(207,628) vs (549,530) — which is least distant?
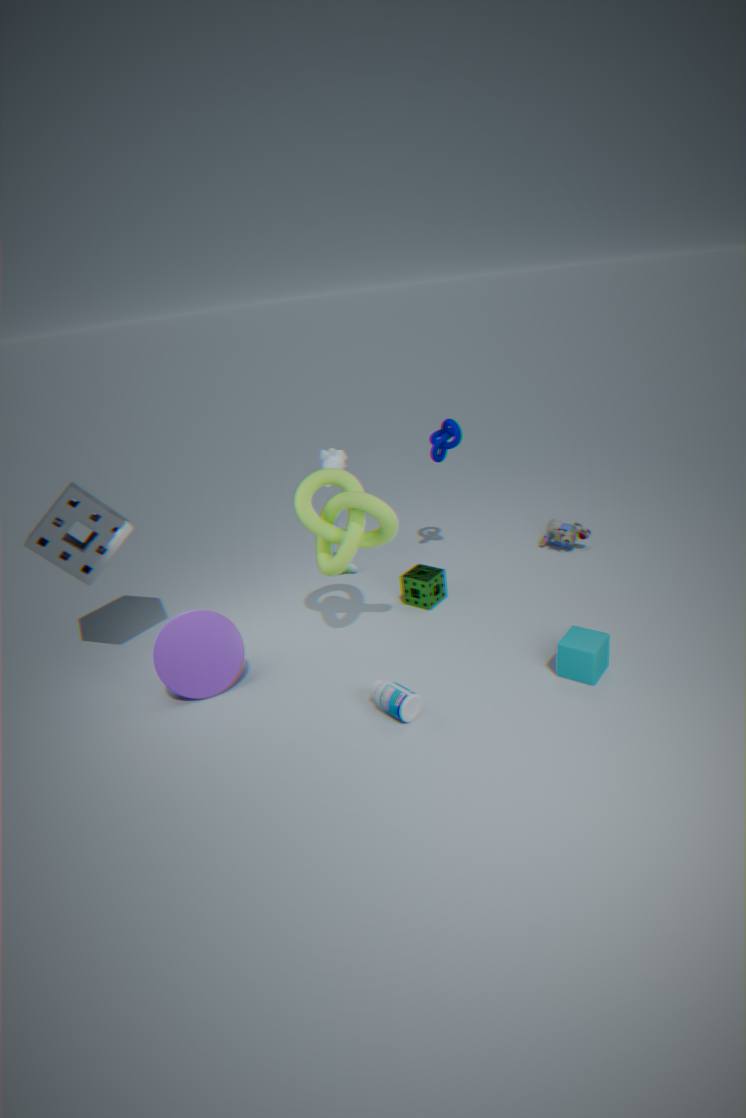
(207,628)
